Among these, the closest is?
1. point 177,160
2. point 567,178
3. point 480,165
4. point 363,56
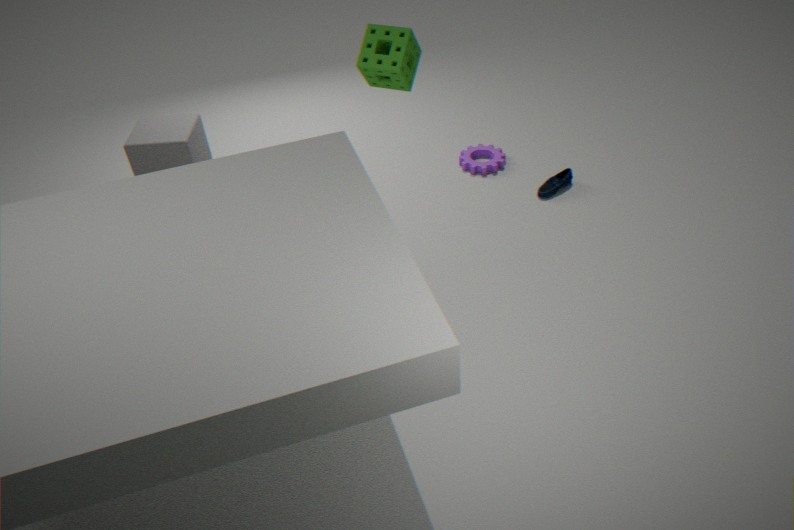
point 363,56
